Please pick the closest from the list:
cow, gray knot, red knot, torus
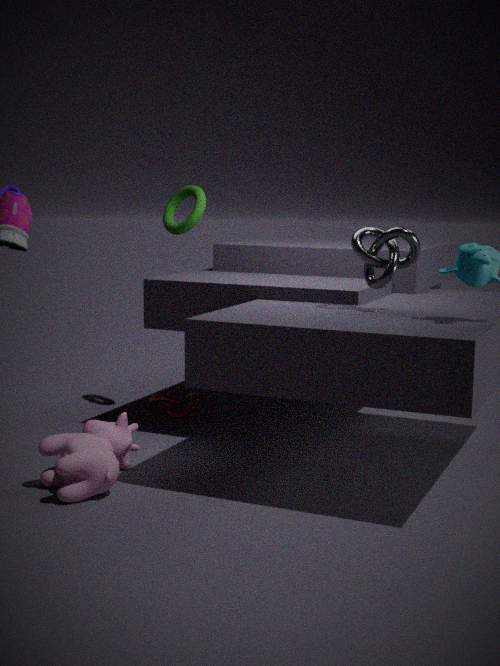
cow
